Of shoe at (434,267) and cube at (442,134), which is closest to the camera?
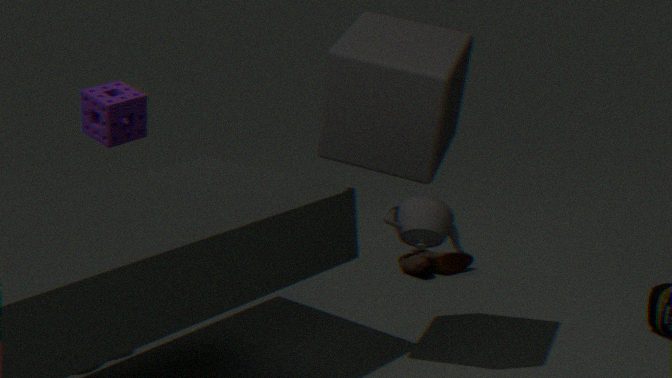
cube at (442,134)
